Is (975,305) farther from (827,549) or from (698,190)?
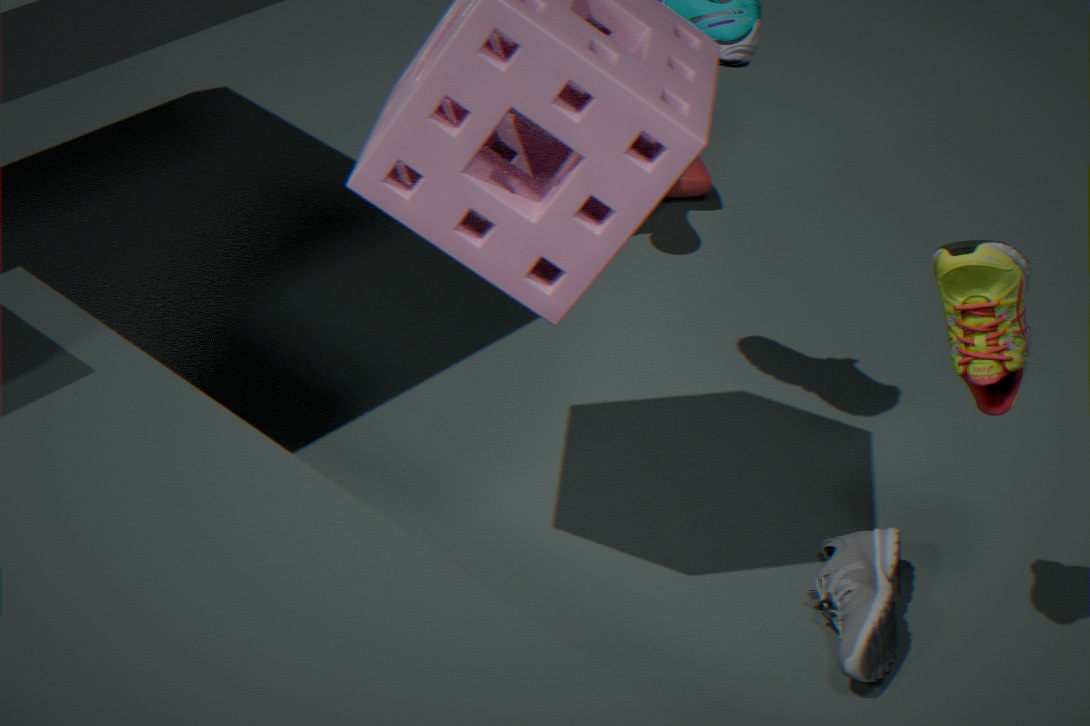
(698,190)
